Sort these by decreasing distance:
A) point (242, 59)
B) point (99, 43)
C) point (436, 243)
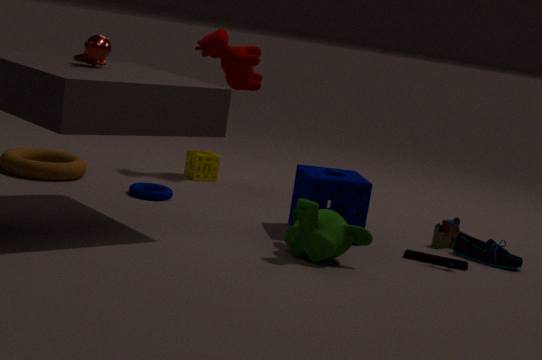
point (242, 59), point (436, 243), point (99, 43)
